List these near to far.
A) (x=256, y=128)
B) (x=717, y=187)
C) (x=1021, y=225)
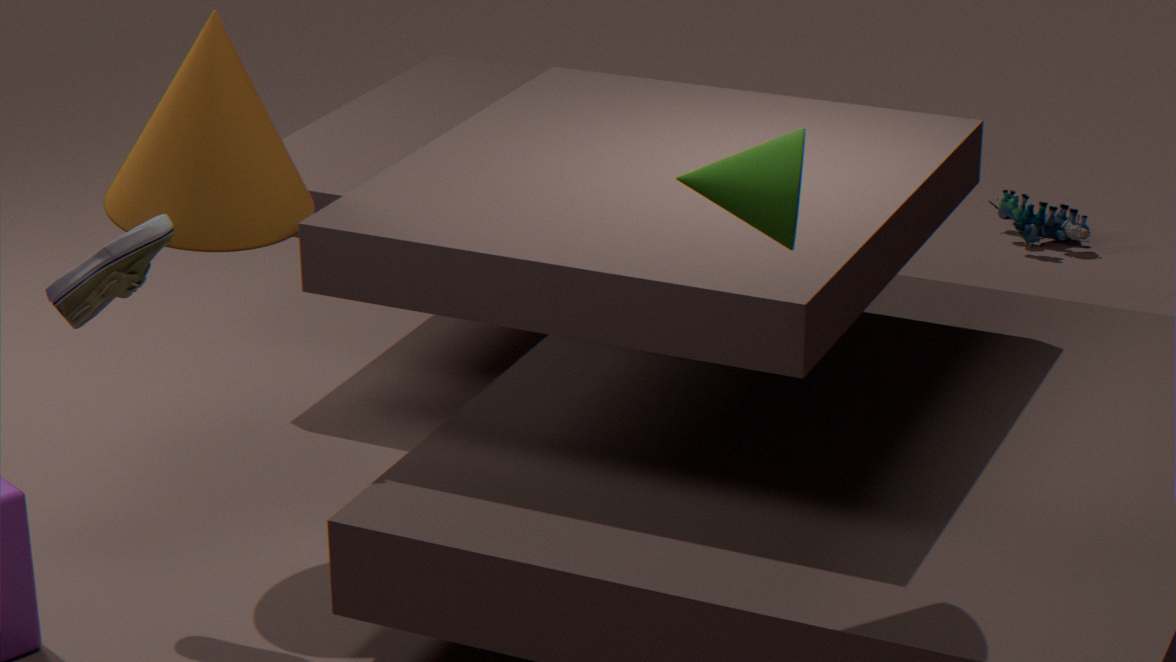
(x=717, y=187)
(x=256, y=128)
(x=1021, y=225)
